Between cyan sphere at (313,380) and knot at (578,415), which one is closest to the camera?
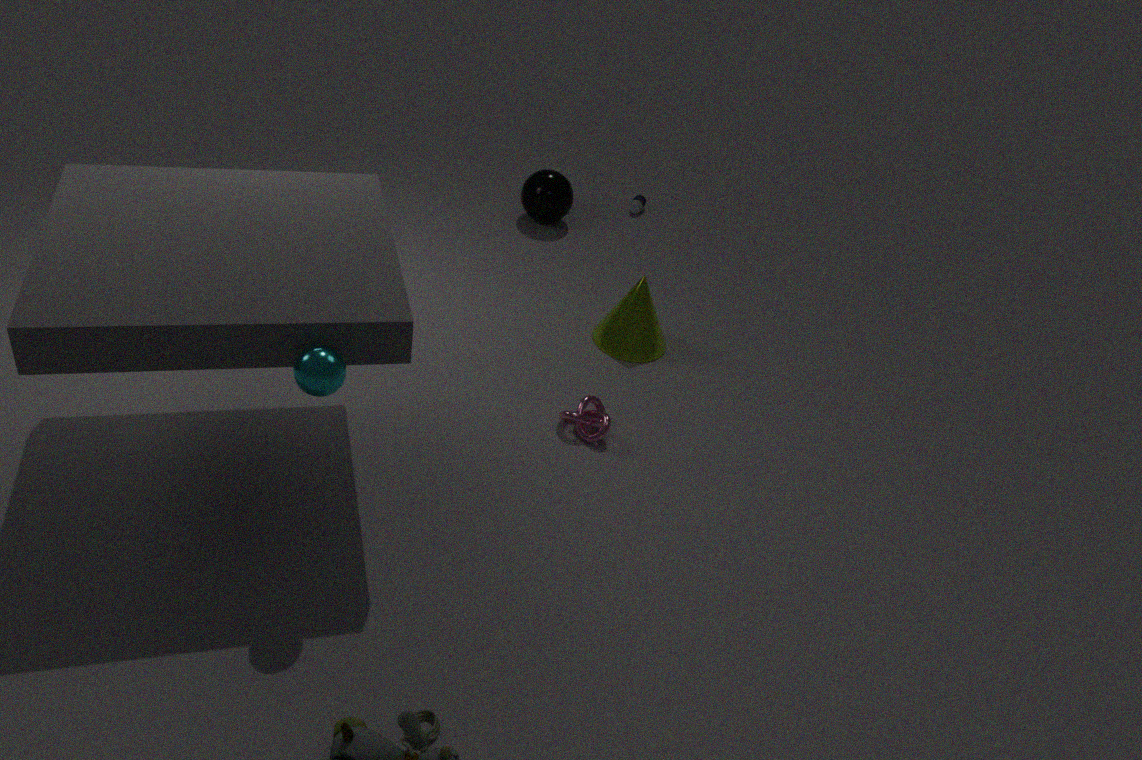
cyan sphere at (313,380)
